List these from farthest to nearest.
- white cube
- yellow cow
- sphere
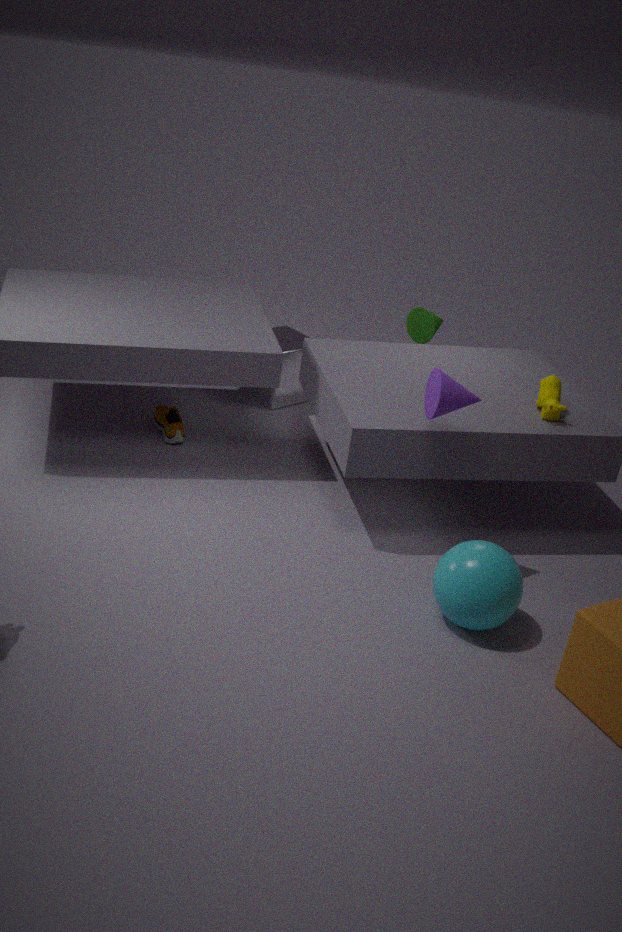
1. white cube
2. yellow cow
3. sphere
